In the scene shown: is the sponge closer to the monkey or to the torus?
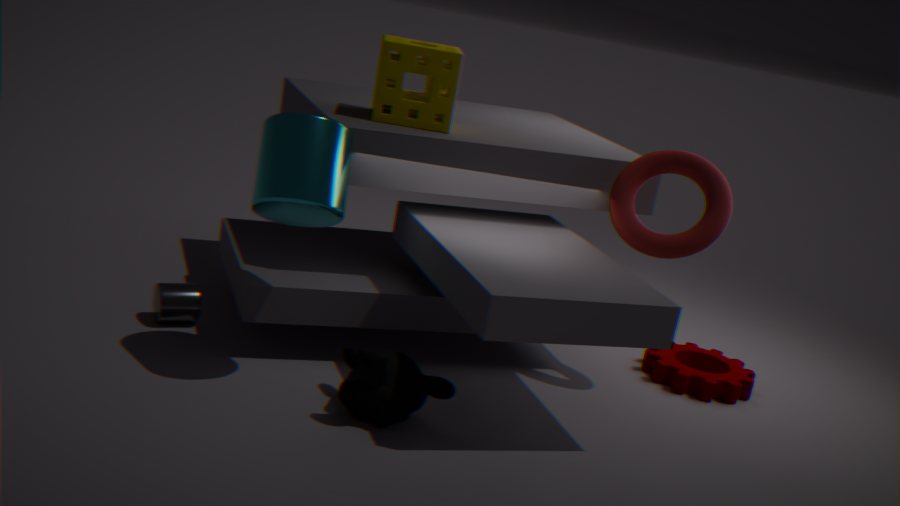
the torus
